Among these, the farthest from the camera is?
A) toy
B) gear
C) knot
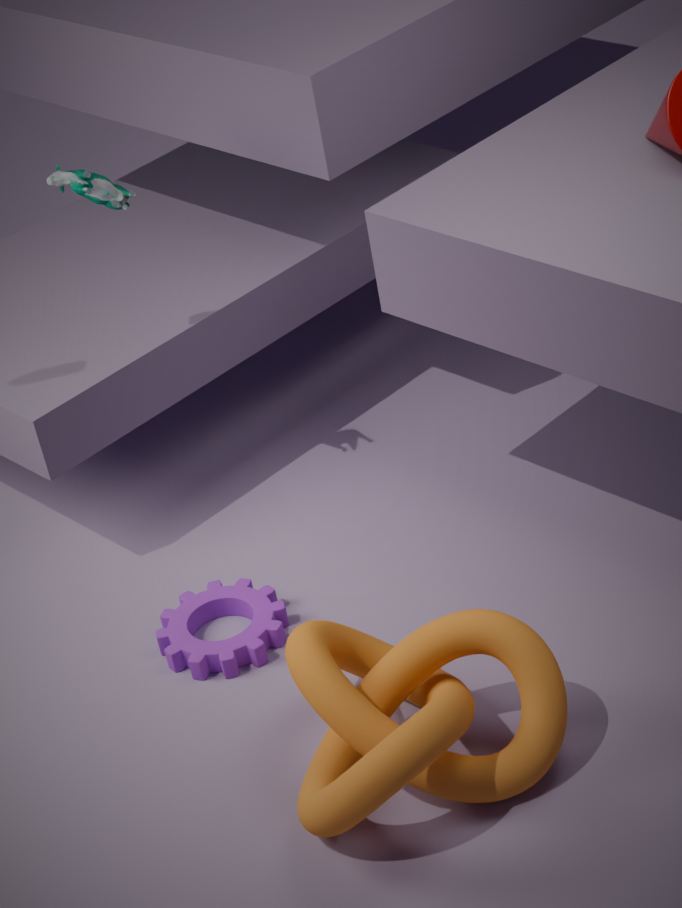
toy
